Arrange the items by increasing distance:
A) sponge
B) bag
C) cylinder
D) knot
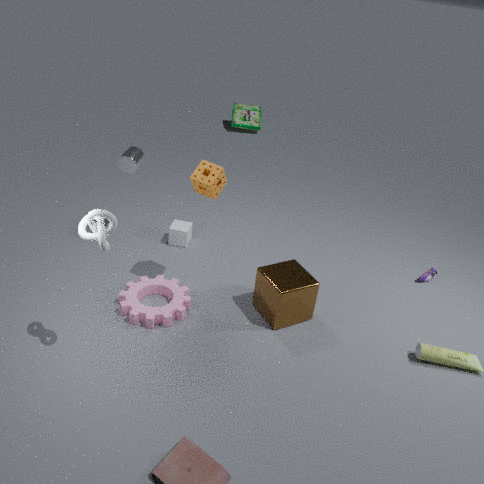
knot → sponge → cylinder → bag
